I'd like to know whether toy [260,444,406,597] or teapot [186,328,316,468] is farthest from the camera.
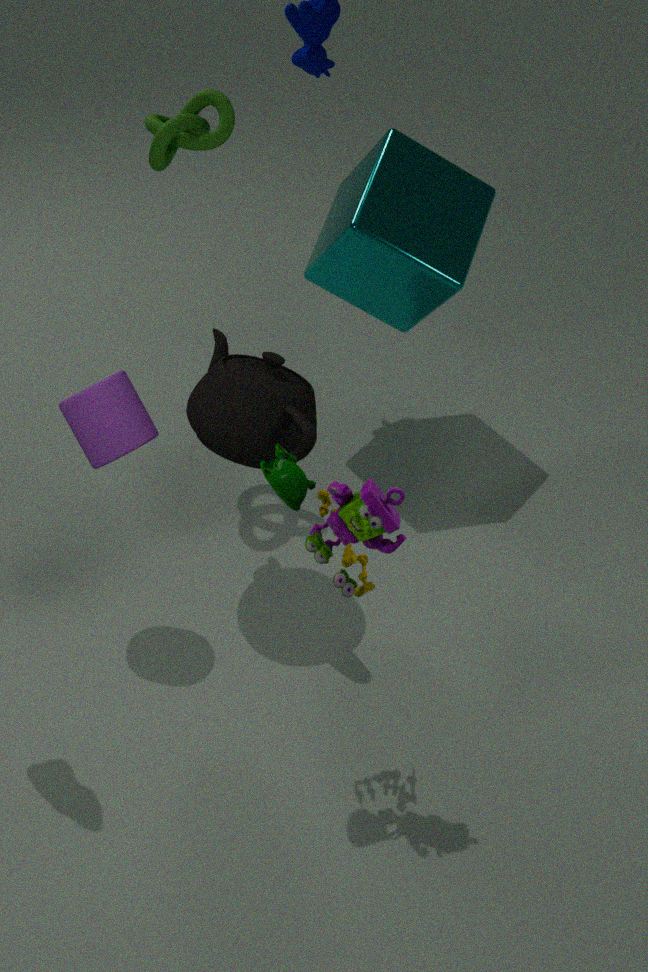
teapot [186,328,316,468]
